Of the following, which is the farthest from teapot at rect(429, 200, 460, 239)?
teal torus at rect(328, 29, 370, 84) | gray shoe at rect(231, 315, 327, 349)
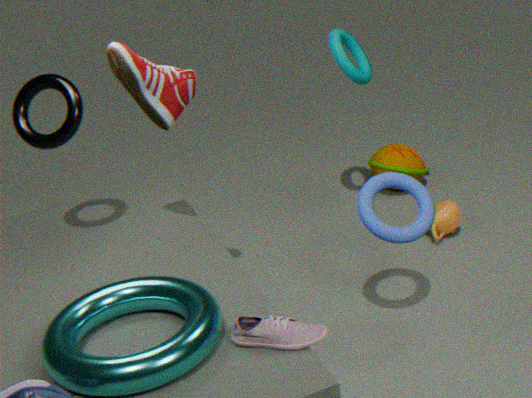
gray shoe at rect(231, 315, 327, 349)
